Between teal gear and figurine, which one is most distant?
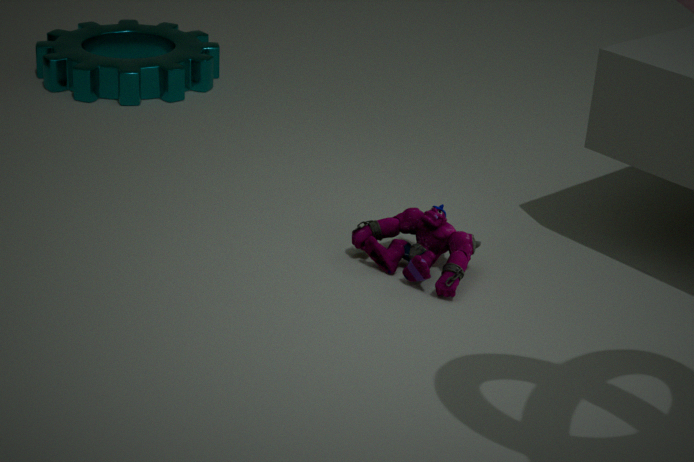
teal gear
